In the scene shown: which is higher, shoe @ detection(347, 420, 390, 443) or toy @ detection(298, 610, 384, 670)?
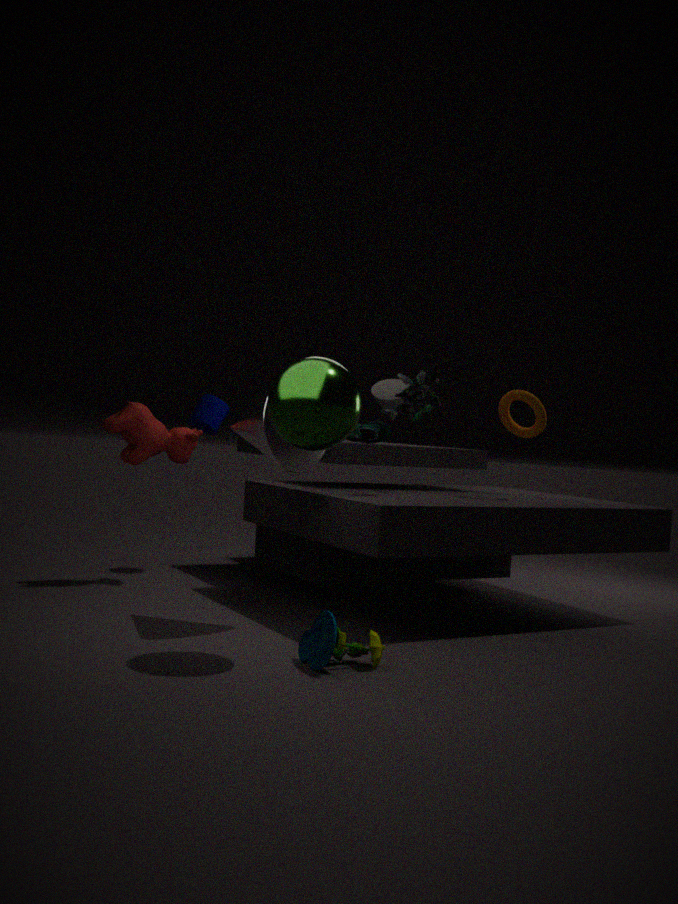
shoe @ detection(347, 420, 390, 443)
